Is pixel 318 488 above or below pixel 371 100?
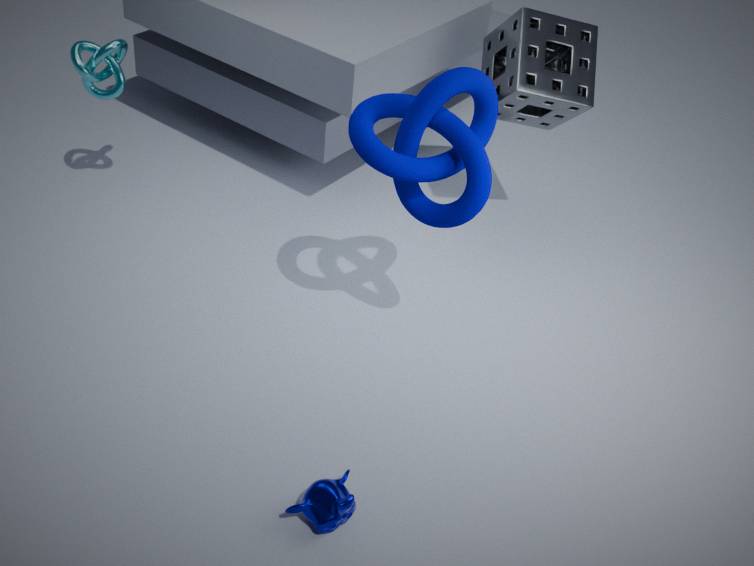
below
